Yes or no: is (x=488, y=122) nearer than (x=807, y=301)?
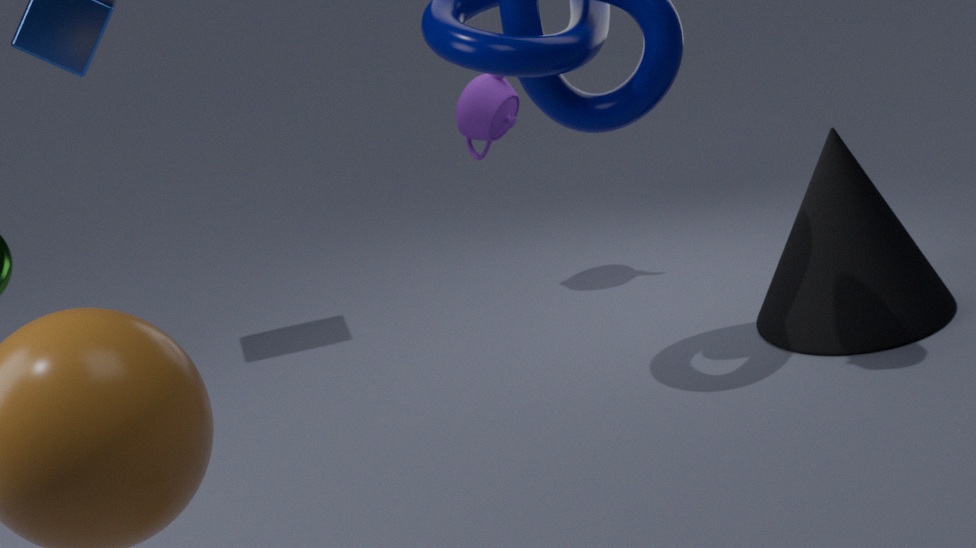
No
